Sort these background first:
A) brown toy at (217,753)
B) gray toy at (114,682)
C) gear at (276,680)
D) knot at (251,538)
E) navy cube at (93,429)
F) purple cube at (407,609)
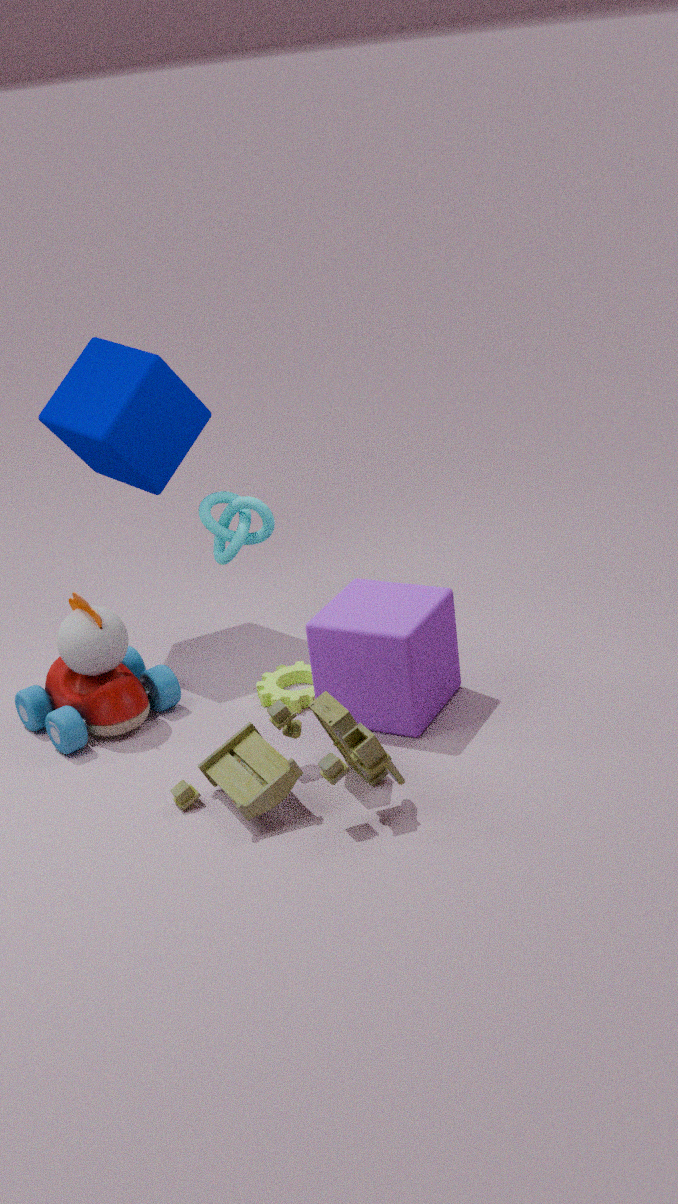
knot at (251,538) < navy cube at (93,429) < gear at (276,680) < gray toy at (114,682) < purple cube at (407,609) < brown toy at (217,753)
